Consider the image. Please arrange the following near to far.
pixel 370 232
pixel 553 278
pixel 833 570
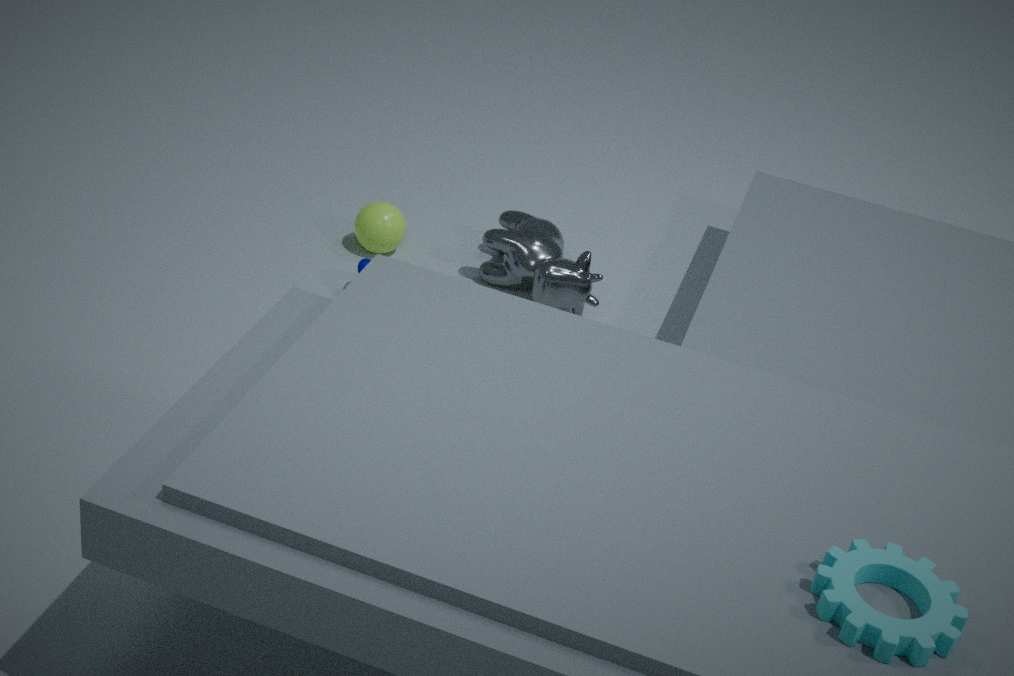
pixel 833 570
pixel 553 278
pixel 370 232
